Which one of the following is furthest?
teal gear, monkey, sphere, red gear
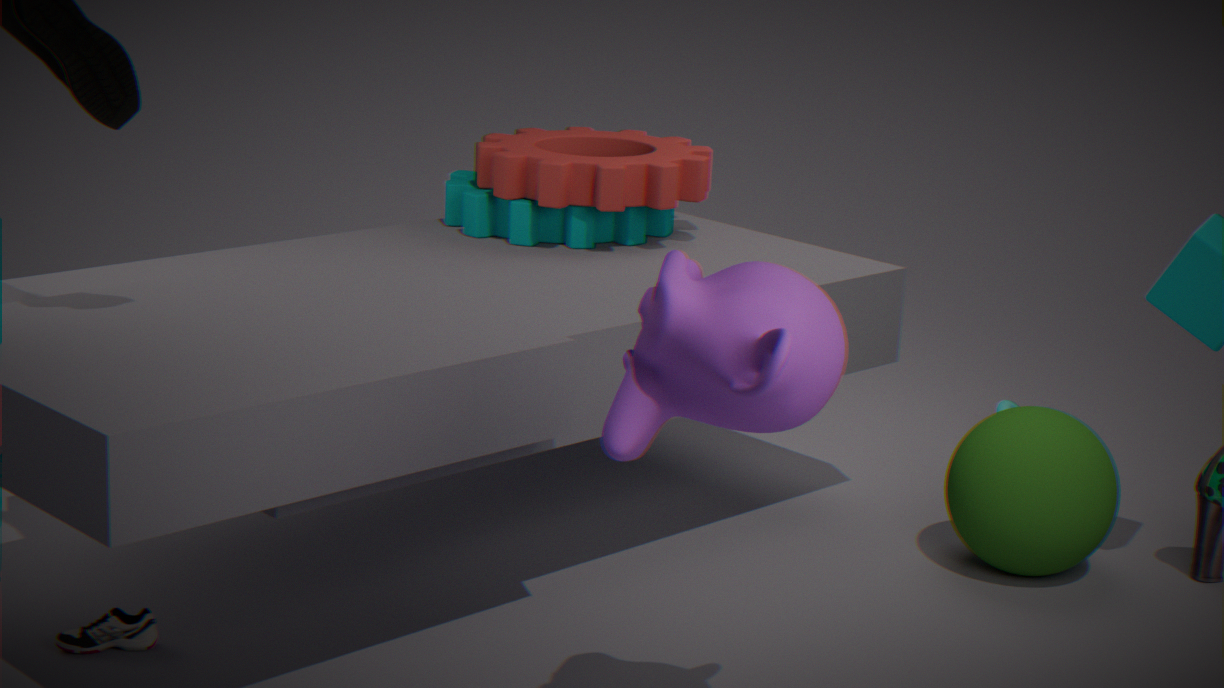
teal gear
